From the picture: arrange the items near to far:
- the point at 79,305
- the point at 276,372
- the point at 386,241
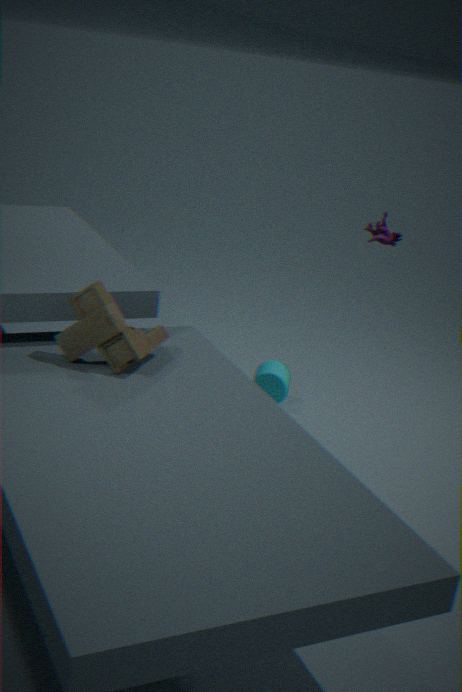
the point at 79,305
the point at 386,241
the point at 276,372
